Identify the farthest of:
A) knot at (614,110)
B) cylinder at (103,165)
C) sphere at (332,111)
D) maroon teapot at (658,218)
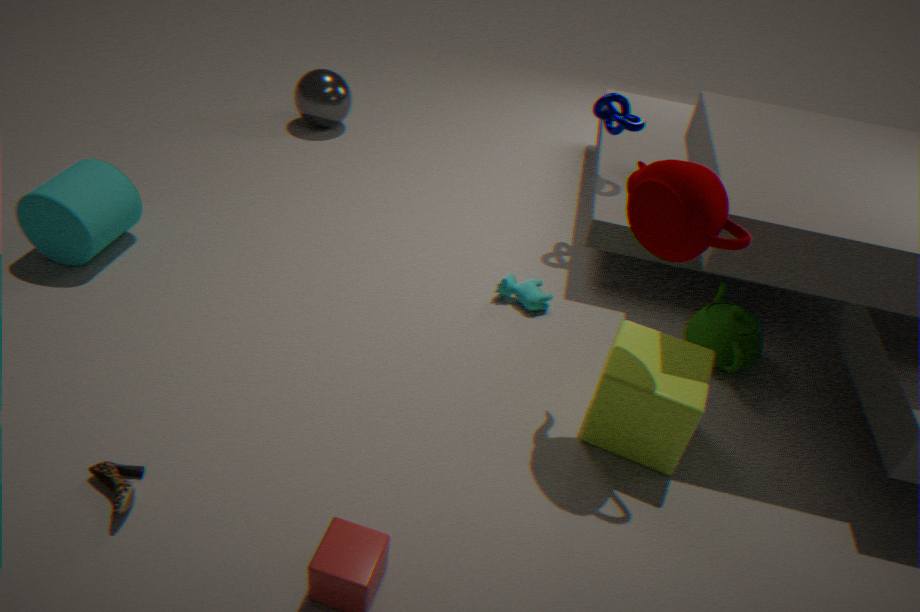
sphere at (332,111)
